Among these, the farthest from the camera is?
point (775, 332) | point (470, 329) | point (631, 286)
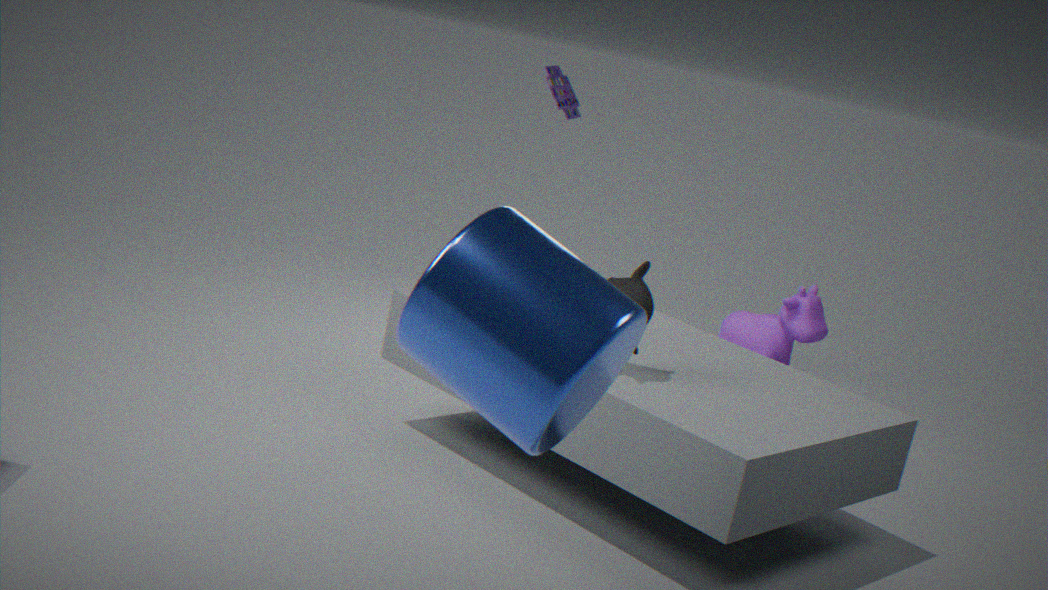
point (775, 332)
